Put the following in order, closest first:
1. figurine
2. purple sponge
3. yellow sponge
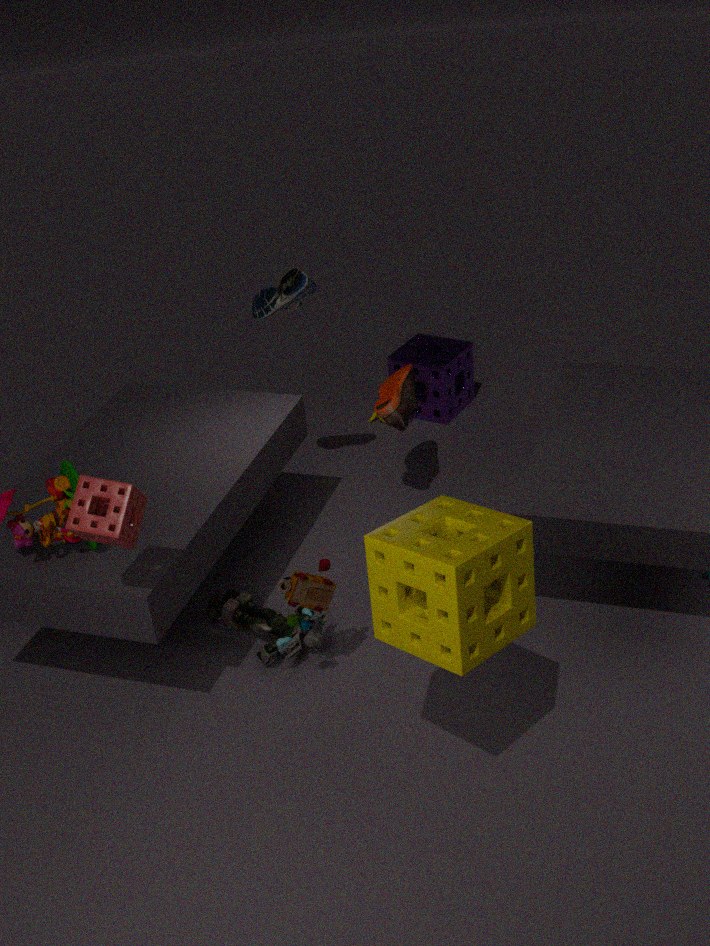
yellow sponge
figurine
purple sponge
